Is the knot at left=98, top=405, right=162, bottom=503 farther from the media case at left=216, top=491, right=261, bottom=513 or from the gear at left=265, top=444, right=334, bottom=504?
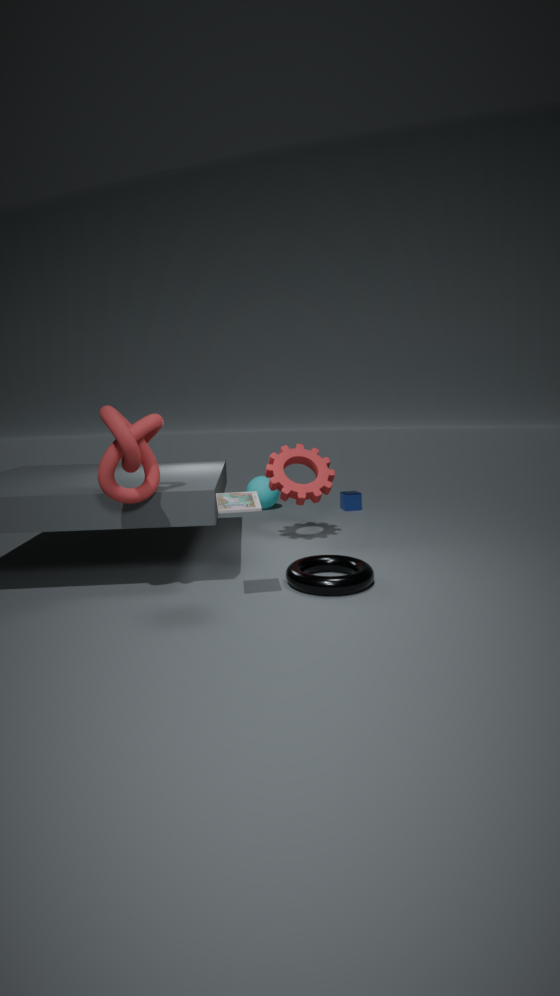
the gear at left=265, top=444, right=334, bottom=504
